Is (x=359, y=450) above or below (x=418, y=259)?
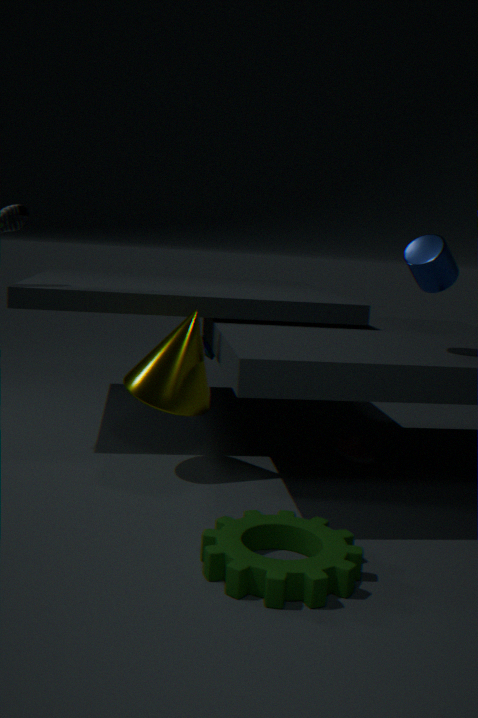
below
